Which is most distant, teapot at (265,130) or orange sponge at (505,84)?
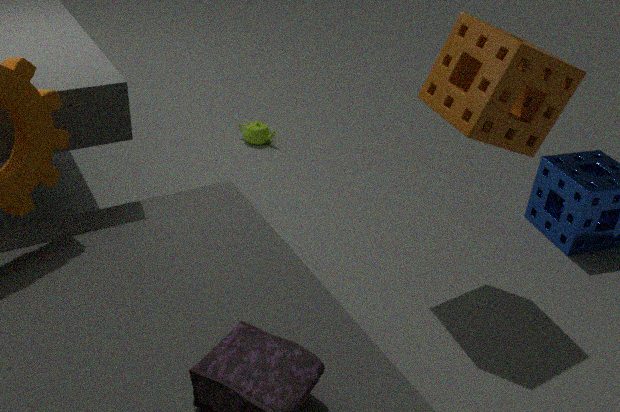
teapot at (265,130)
